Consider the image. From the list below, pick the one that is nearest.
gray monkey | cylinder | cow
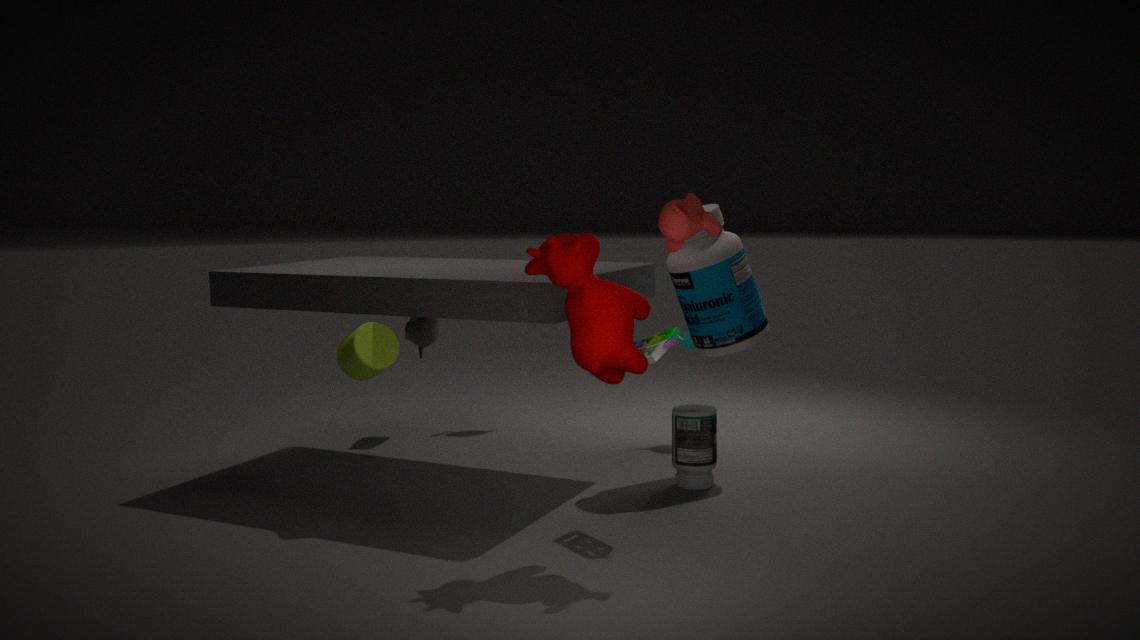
cow
